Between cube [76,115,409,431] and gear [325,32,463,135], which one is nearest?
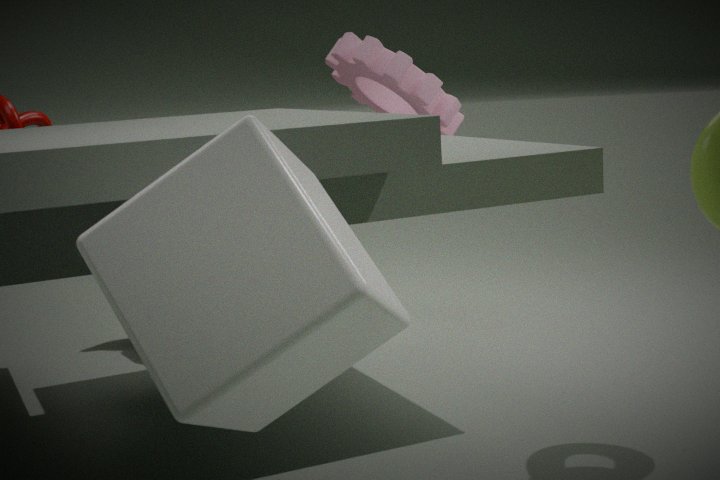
cube [76,115,409,431]
